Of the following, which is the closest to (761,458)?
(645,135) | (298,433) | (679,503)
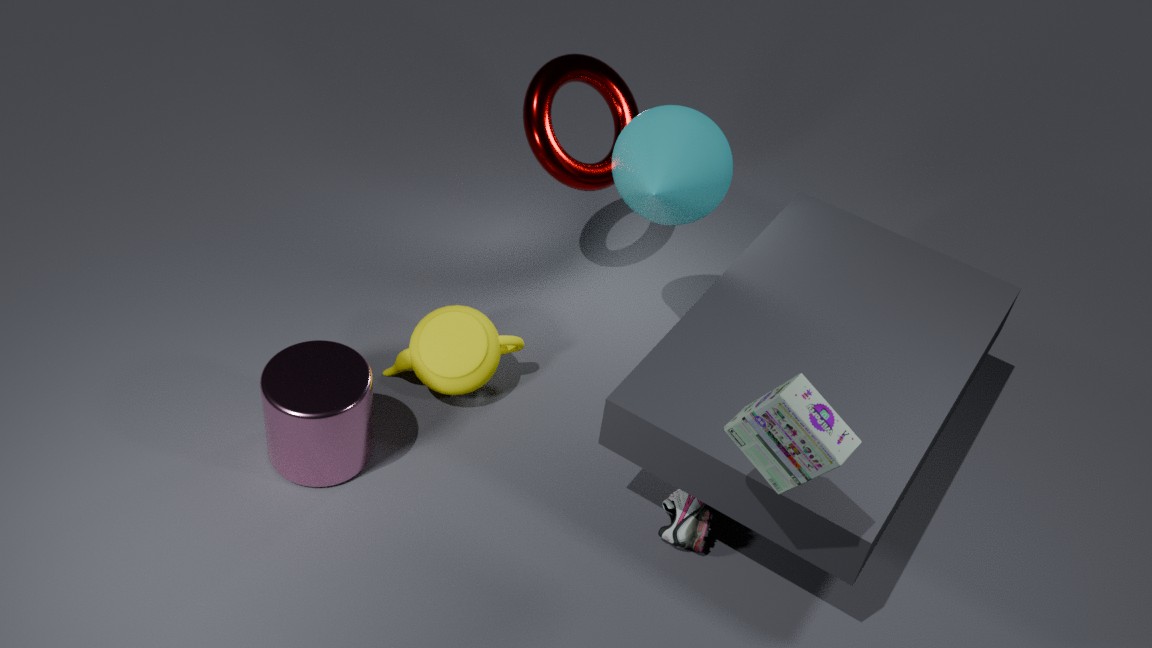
(679,503)
